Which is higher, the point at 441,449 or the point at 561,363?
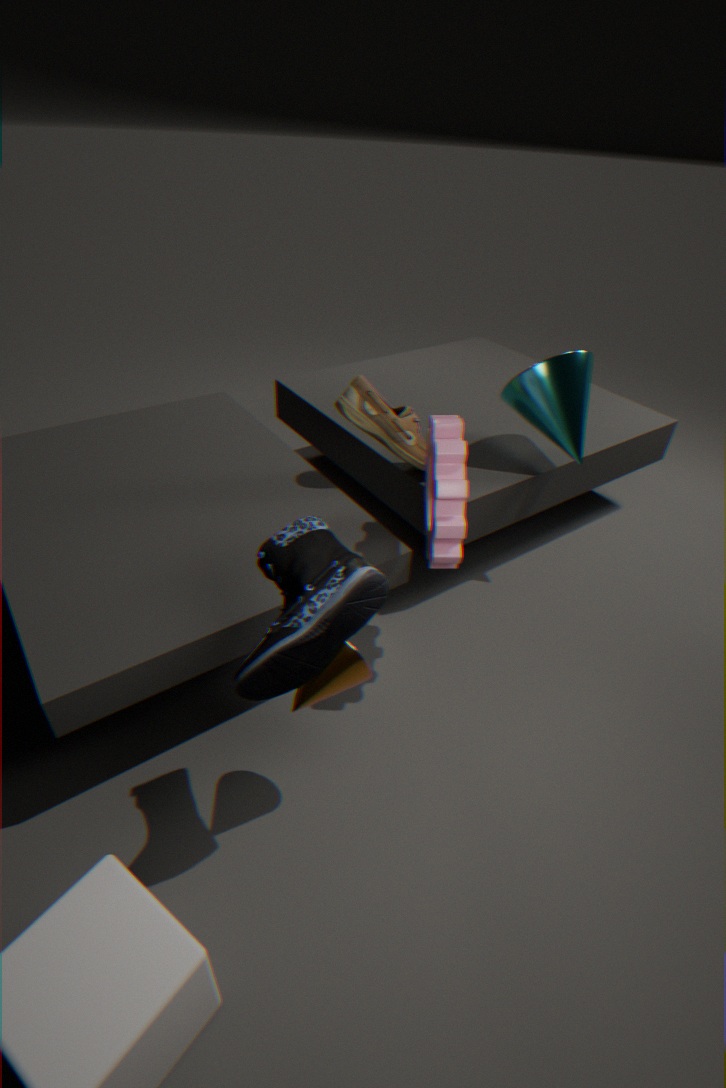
the point at 561,363
